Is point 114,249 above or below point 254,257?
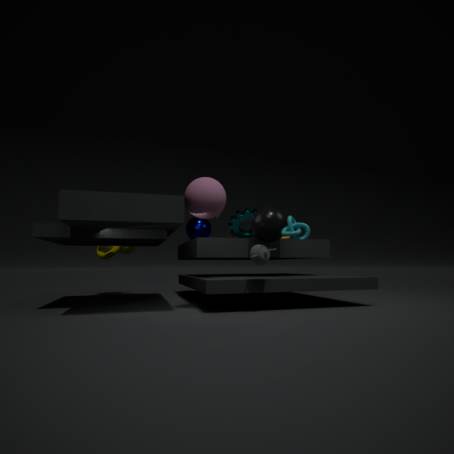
above
